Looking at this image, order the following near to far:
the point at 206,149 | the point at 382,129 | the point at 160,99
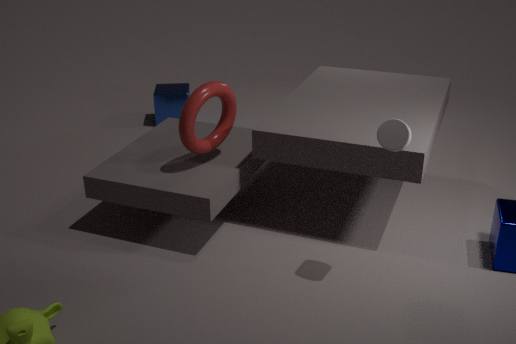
1. the point at 382,129
2. the point at 206,149
3. the point at 160,99
